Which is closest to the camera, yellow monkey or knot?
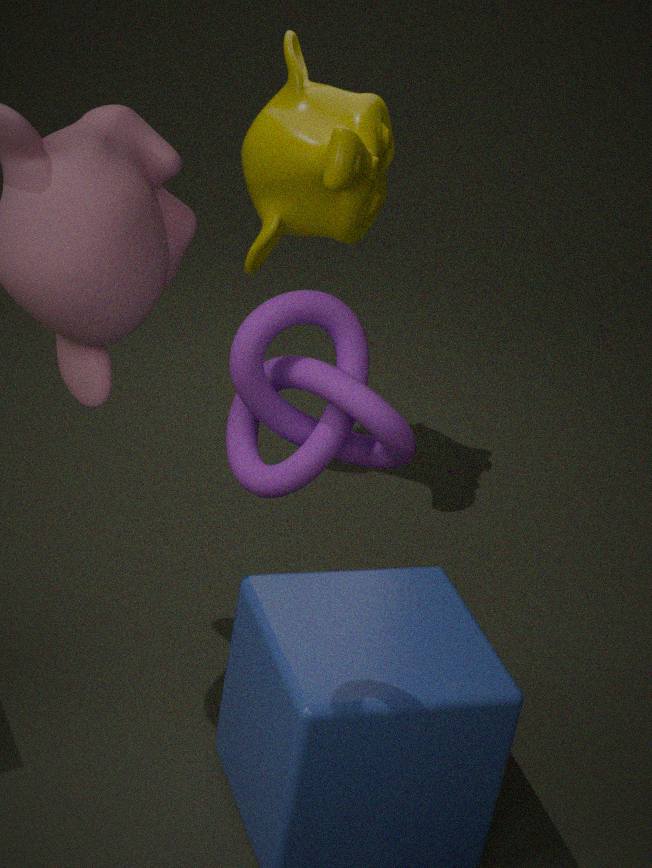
knot
